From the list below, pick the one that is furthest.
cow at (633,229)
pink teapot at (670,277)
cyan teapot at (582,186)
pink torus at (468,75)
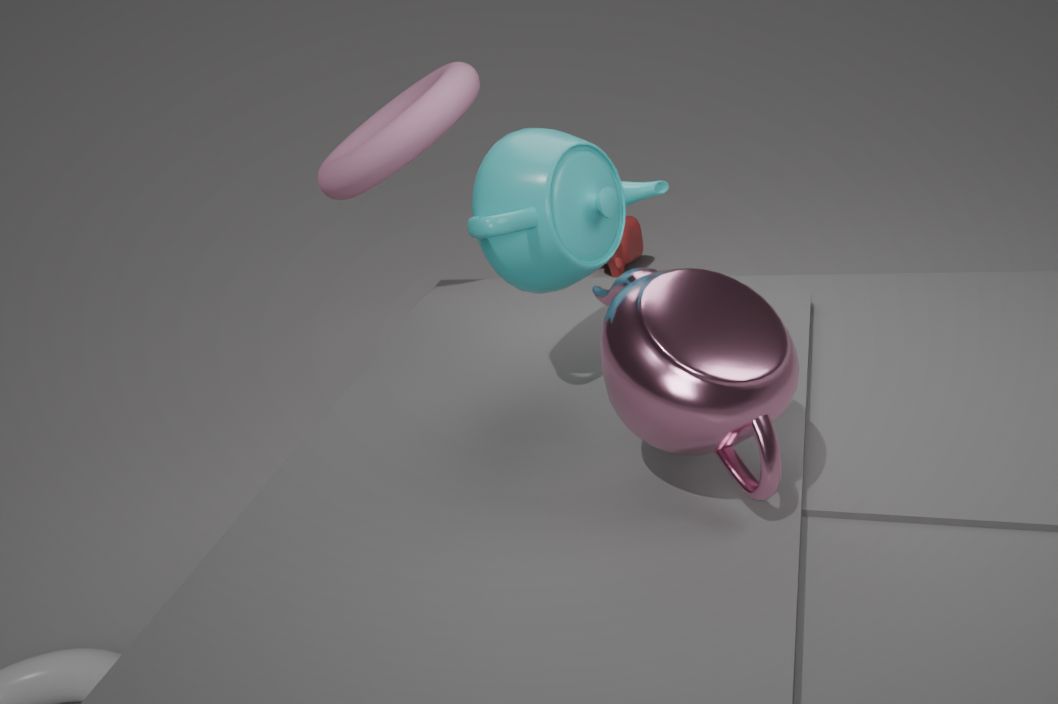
cow at (633,229)
